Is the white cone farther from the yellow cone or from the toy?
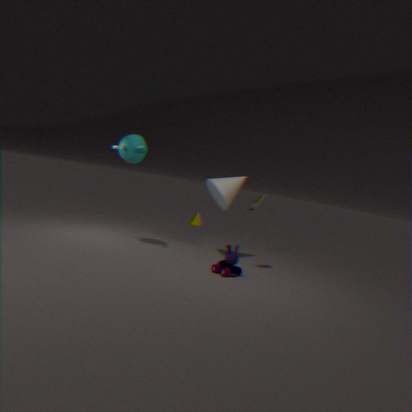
the yellow cone
